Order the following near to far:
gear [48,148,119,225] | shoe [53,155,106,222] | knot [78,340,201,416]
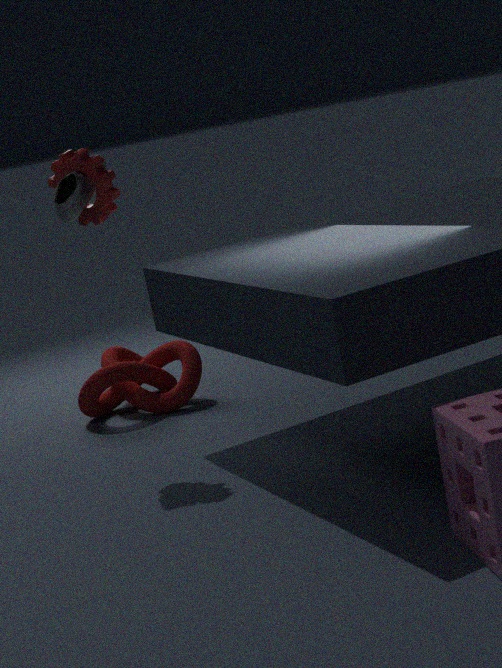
shoe [53,155,106,222]
gear [48,148,119,225]
knot [78,340,201,416]
